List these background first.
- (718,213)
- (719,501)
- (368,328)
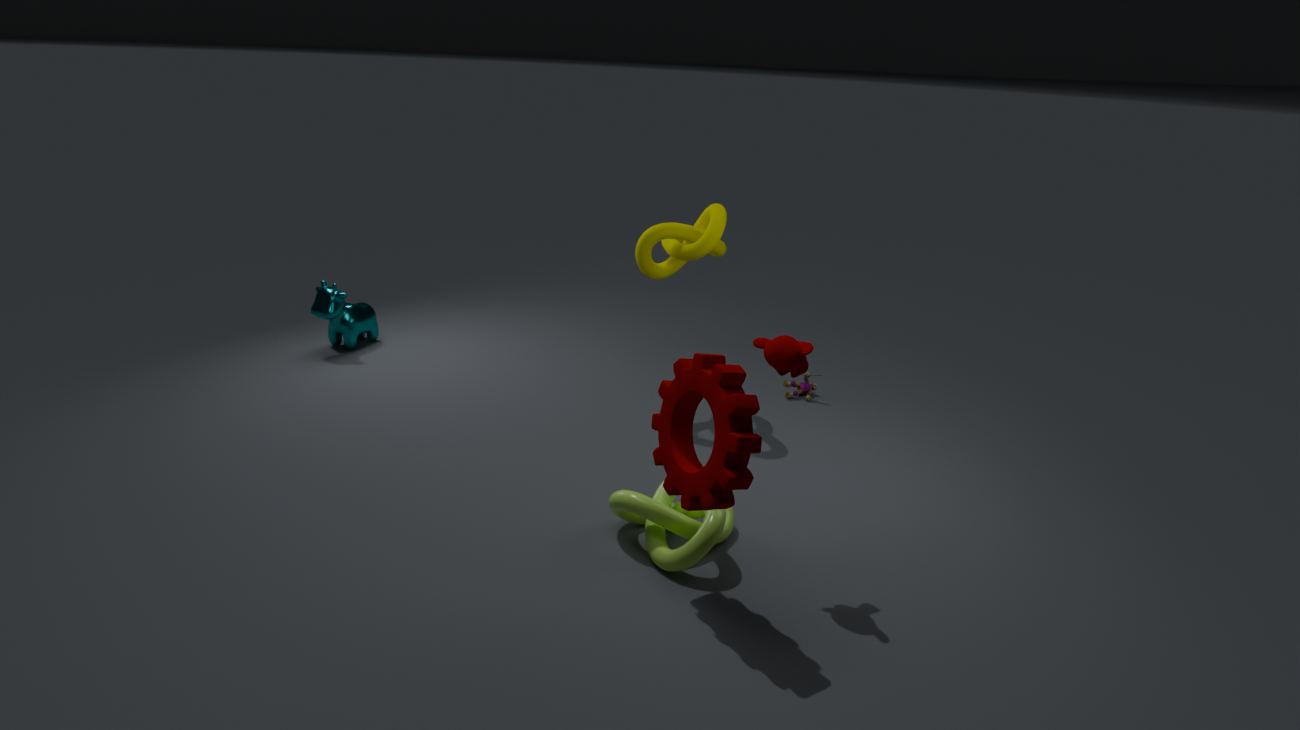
(368,328) → (718,213) → (719,501)
